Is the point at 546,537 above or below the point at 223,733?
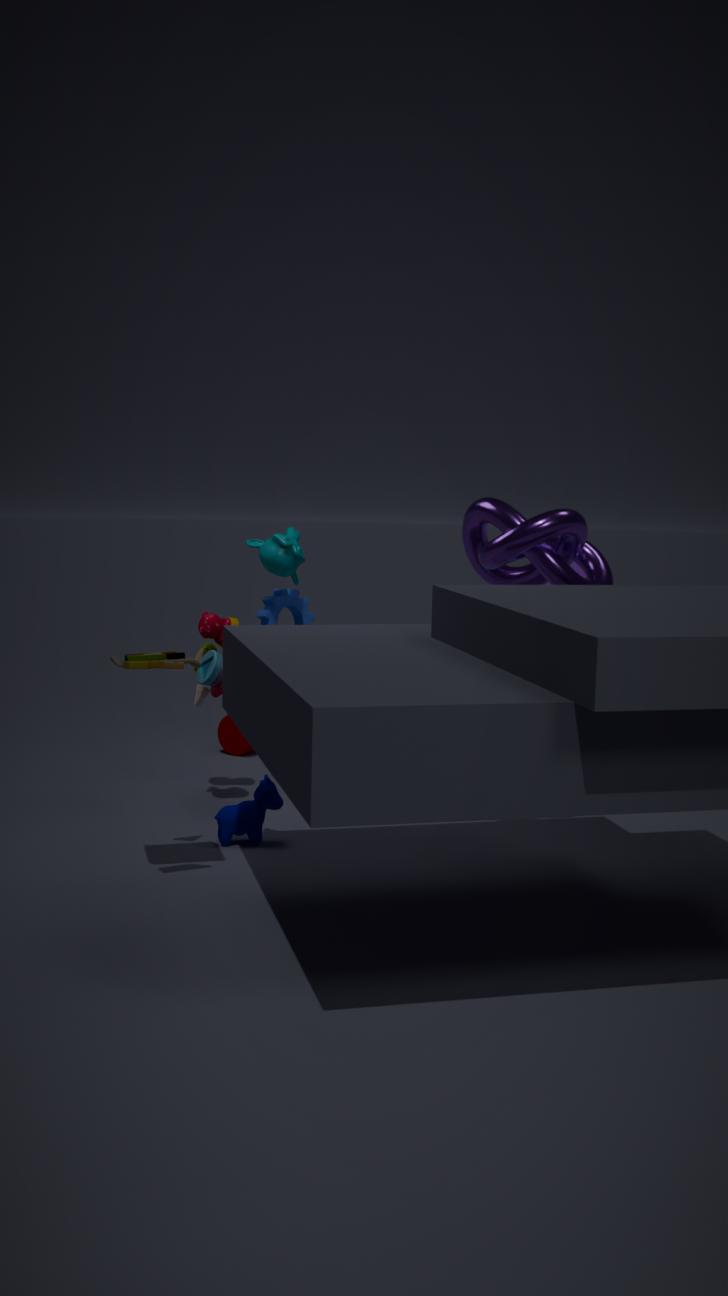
above
